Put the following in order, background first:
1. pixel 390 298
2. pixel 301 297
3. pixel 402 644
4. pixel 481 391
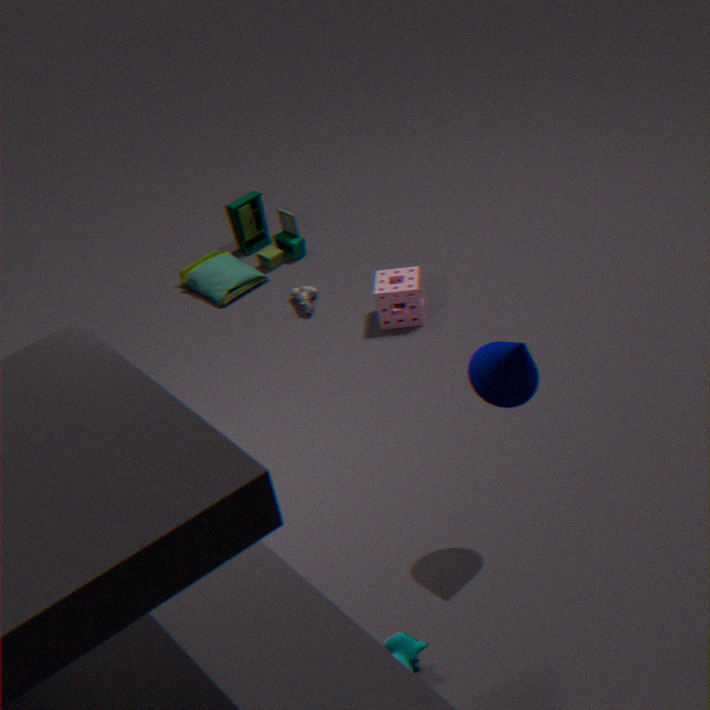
pixel 301 297 → pixel 390 298 → pixel 481 391 → pixel 402 644
